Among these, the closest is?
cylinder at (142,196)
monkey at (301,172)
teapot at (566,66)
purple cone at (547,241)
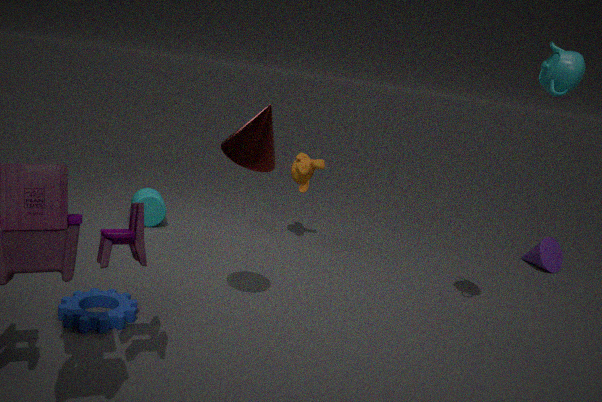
teapot at (566,66)
